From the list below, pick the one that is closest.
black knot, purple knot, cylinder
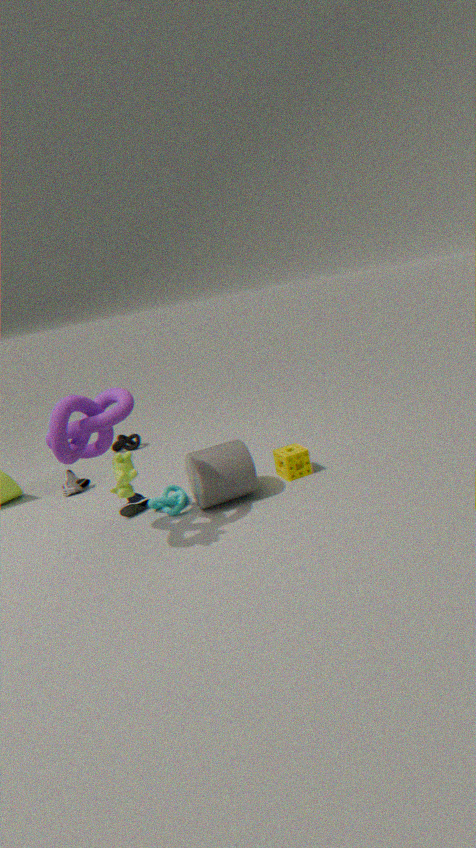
purple knot
